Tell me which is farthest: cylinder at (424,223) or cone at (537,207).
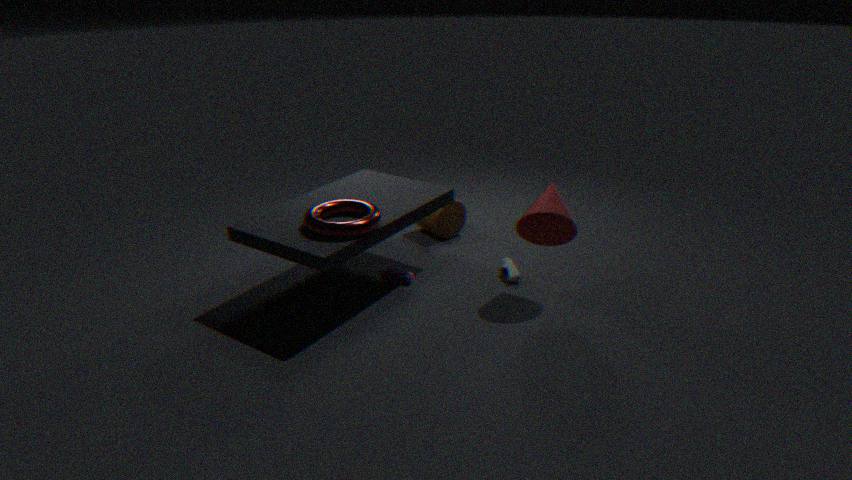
cylinder at (424,223)
